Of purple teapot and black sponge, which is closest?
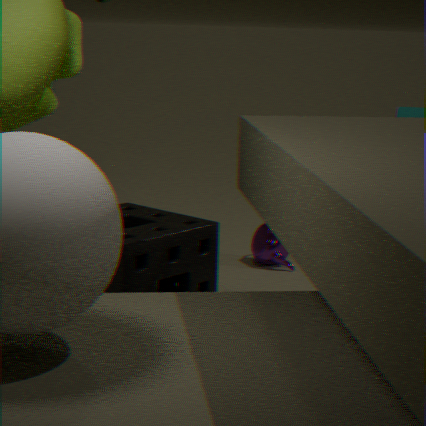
black sponge
